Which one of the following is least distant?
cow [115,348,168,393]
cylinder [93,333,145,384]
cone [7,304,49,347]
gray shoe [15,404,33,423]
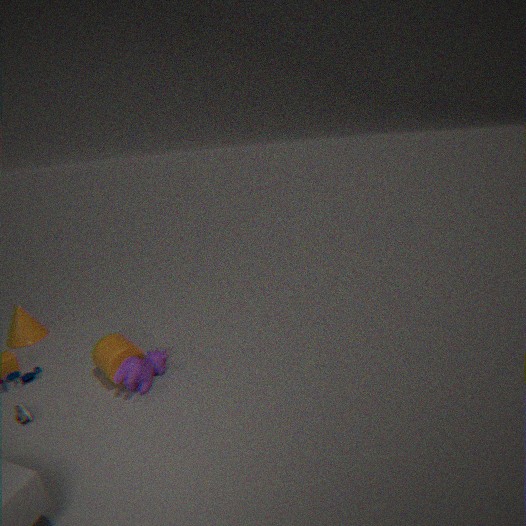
gray shoe [15,404,33,423]
